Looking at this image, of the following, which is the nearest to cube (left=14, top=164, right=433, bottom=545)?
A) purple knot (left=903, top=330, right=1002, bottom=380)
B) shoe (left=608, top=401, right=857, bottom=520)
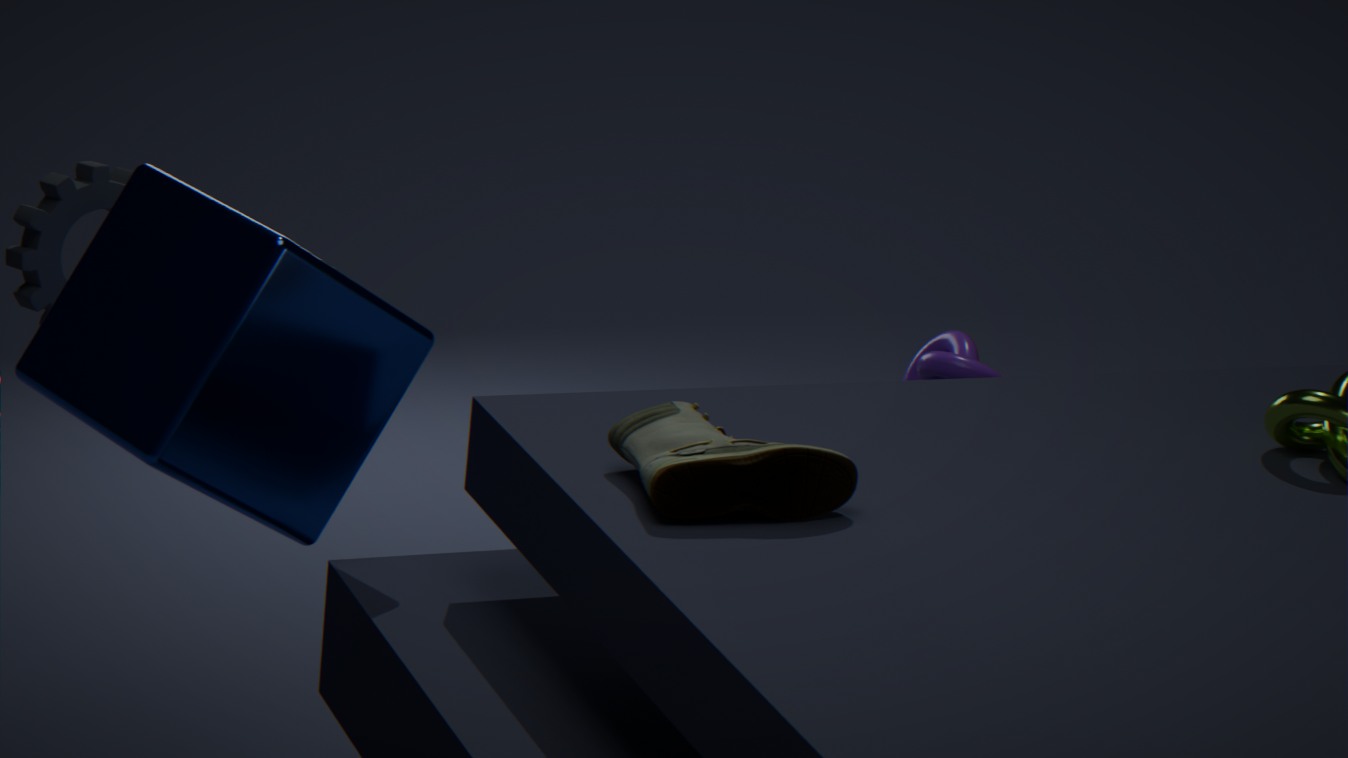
shoe (left=608, top=401, right=857, bottom=520)
